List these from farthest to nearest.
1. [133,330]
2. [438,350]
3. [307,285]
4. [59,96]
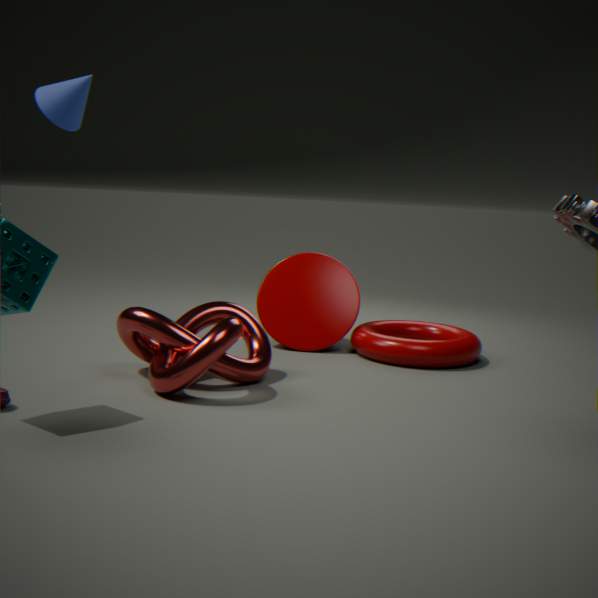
[307,285] < [59,96] < [438,350] < [133,330]
